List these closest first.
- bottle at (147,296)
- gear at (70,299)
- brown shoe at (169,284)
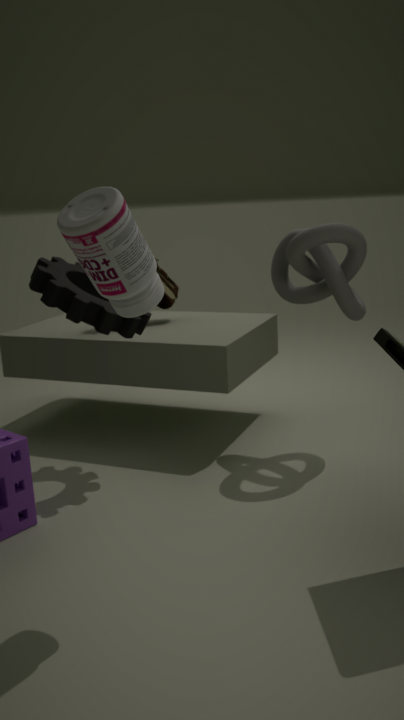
bottle at (147,296) → gear at (70,299) → brown shoe at (169,284)
